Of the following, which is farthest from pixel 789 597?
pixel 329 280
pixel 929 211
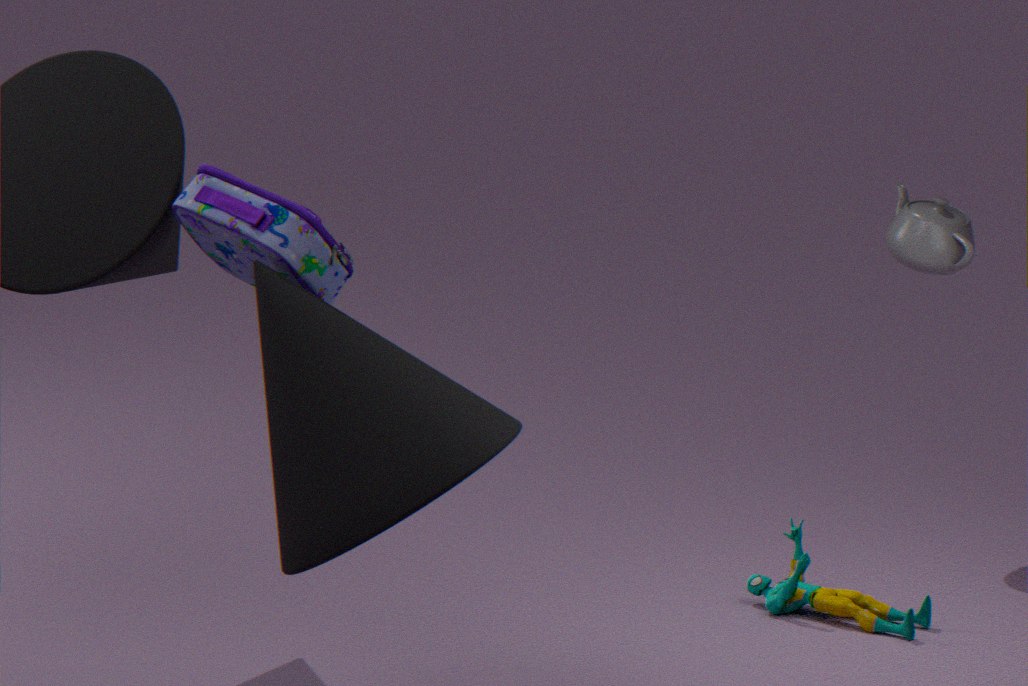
pixel 329 280
